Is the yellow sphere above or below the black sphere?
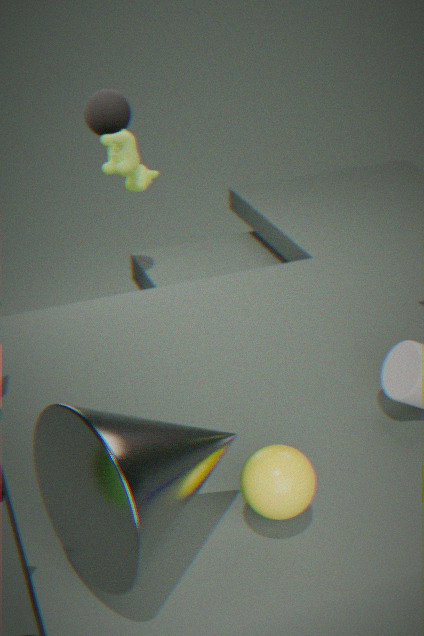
below
